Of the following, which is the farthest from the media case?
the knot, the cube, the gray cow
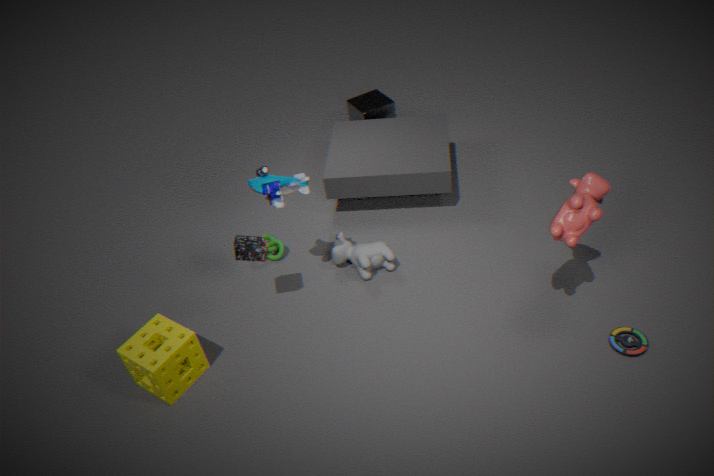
the cube
